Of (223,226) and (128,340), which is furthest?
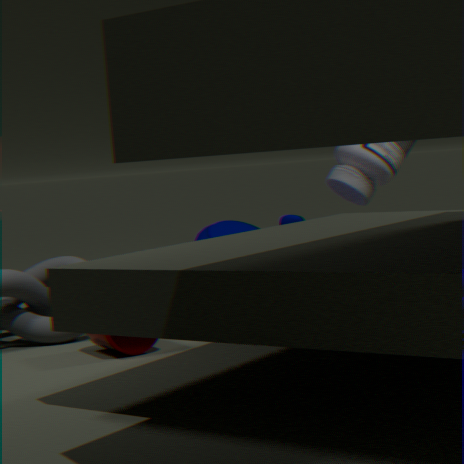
(223,226)
